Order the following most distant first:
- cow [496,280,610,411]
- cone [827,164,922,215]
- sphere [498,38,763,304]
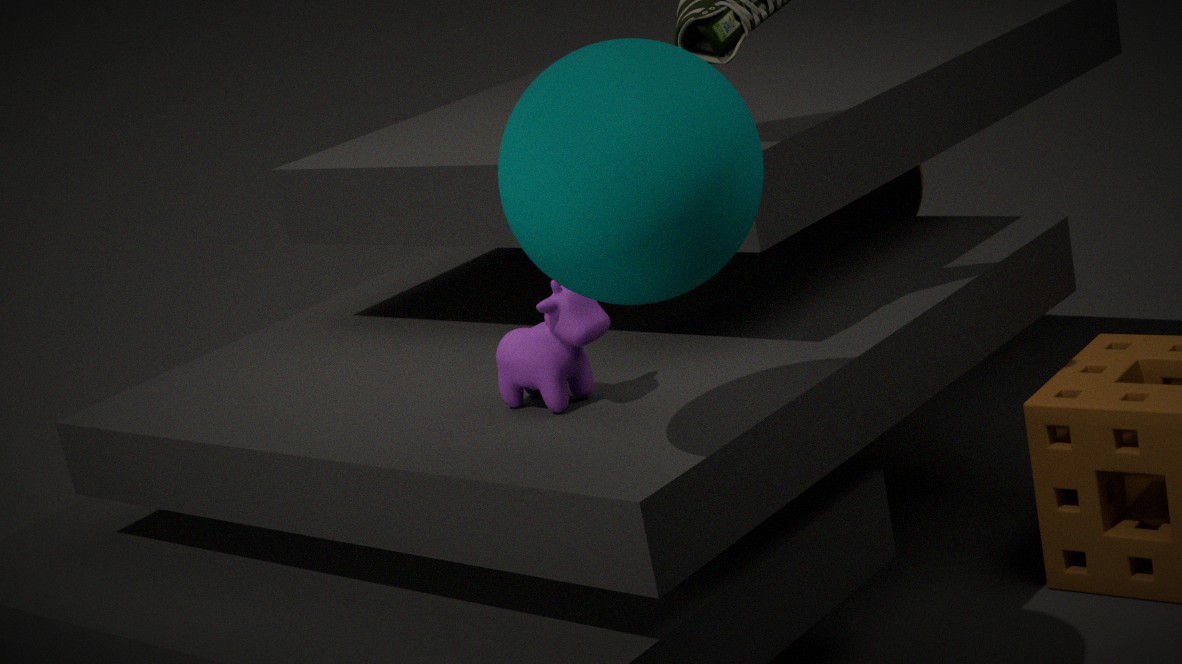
1. cone [827,164,922,215]
2. cow [496,280,610,411]
3. sphere [498,38,763,304]
